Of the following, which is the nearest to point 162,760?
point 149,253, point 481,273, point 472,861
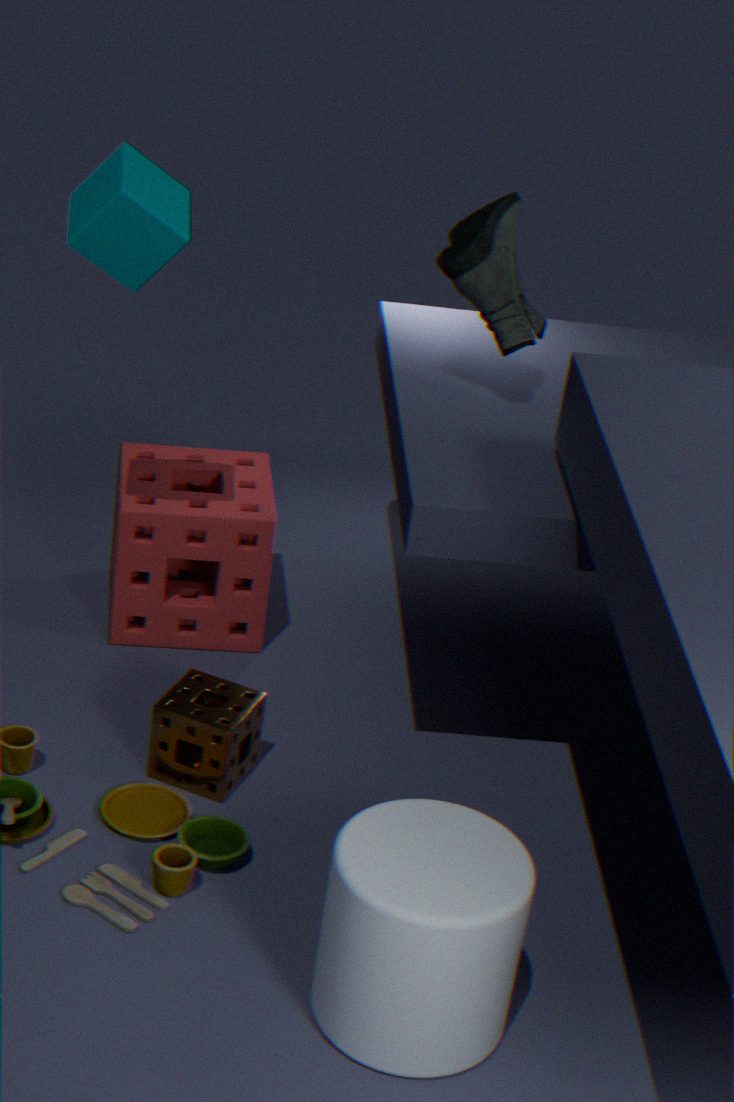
point 472,861
